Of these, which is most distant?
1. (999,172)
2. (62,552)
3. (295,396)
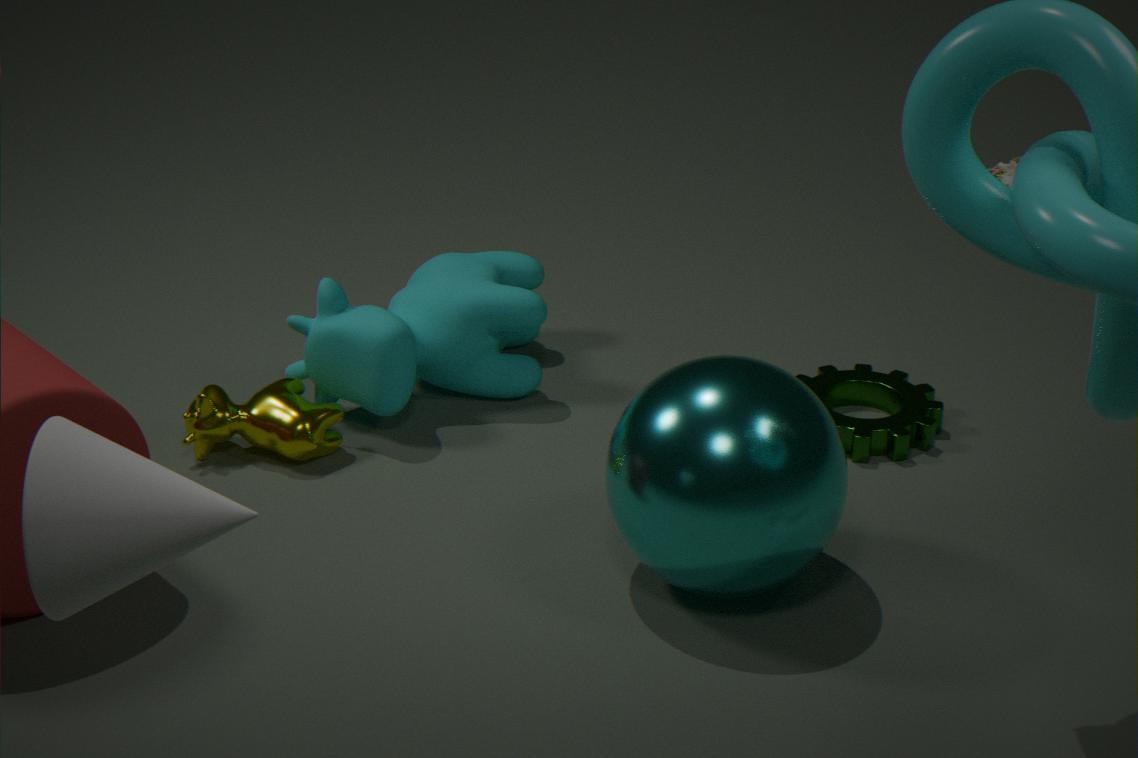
(295,396)
